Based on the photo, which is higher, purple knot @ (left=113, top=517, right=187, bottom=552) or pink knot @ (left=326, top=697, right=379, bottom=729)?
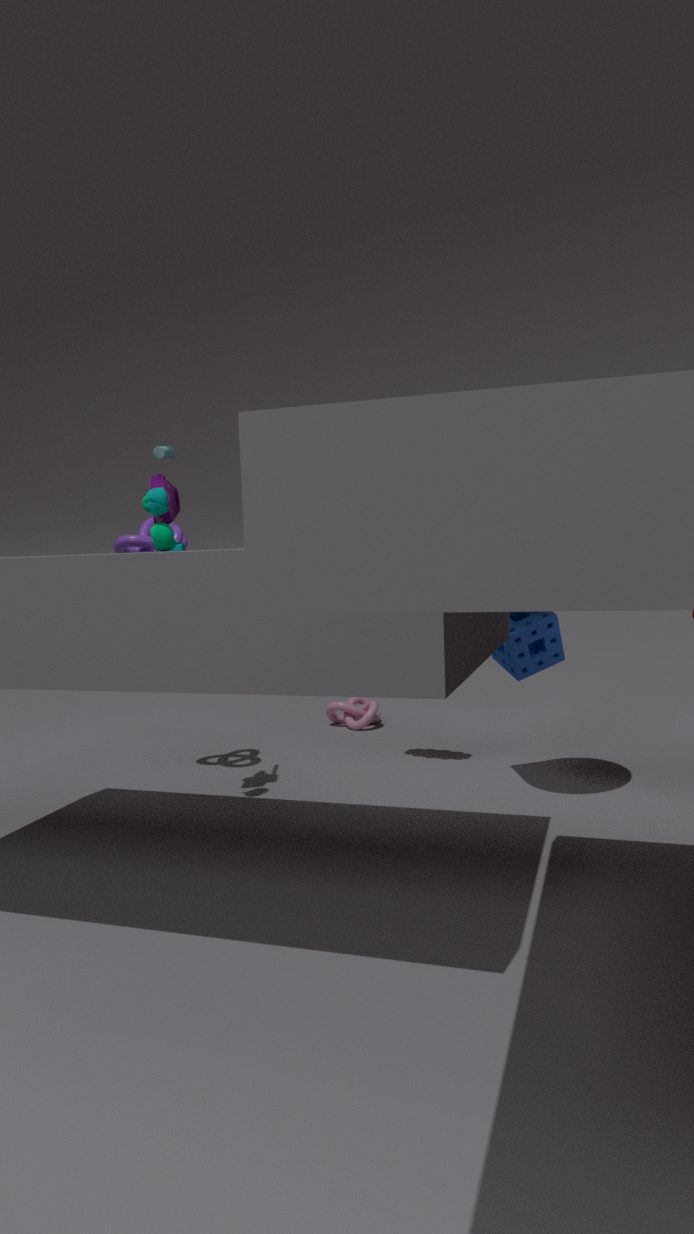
purple knot @ (left=113, top=517, right=187, bottom=552)
